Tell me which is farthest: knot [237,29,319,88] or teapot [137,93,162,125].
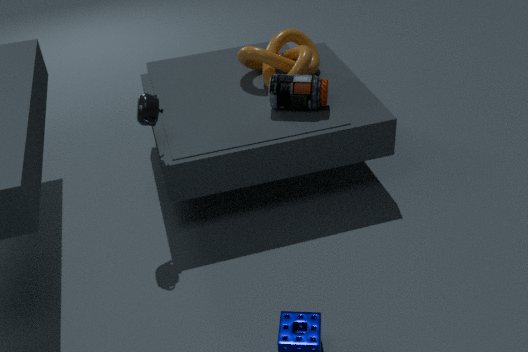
knot [237,29,319,88]
